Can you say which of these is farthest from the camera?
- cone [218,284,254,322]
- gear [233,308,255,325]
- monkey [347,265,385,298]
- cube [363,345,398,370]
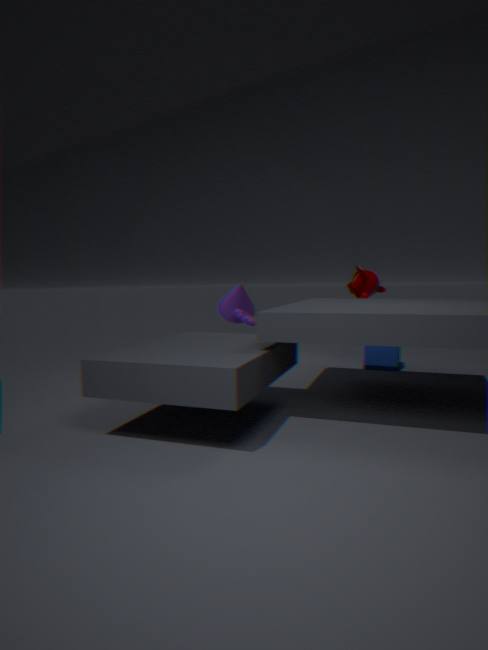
cone [218,284,254,322]
